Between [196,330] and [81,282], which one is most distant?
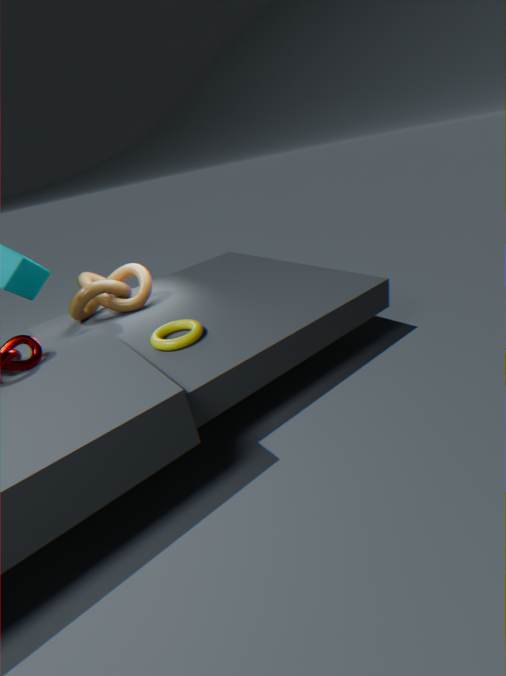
[81,282]
